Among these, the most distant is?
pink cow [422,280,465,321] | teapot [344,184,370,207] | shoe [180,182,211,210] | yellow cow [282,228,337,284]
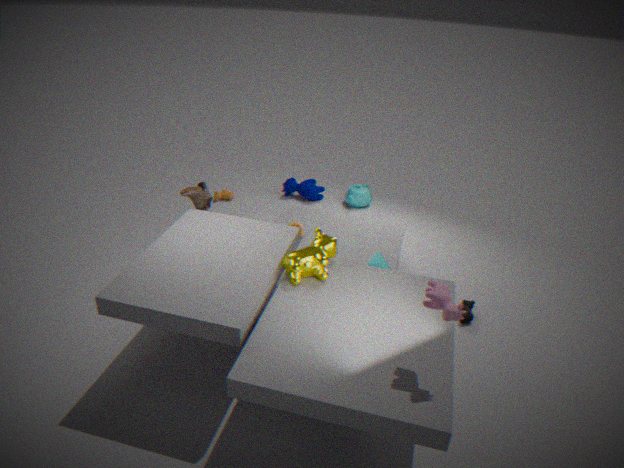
teapot [344,184,370,207]
